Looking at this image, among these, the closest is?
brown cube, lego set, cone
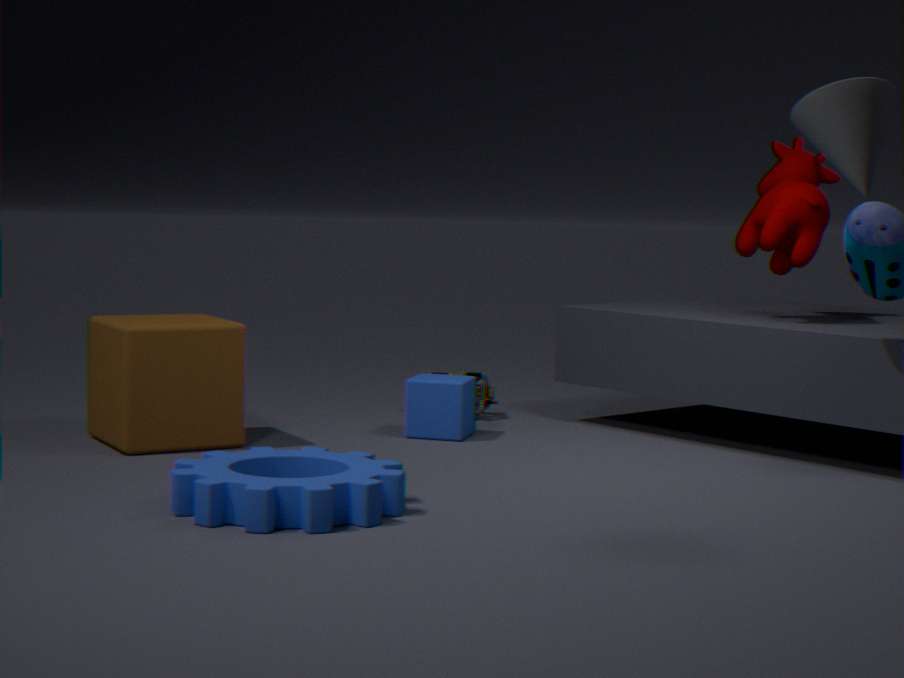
cone
